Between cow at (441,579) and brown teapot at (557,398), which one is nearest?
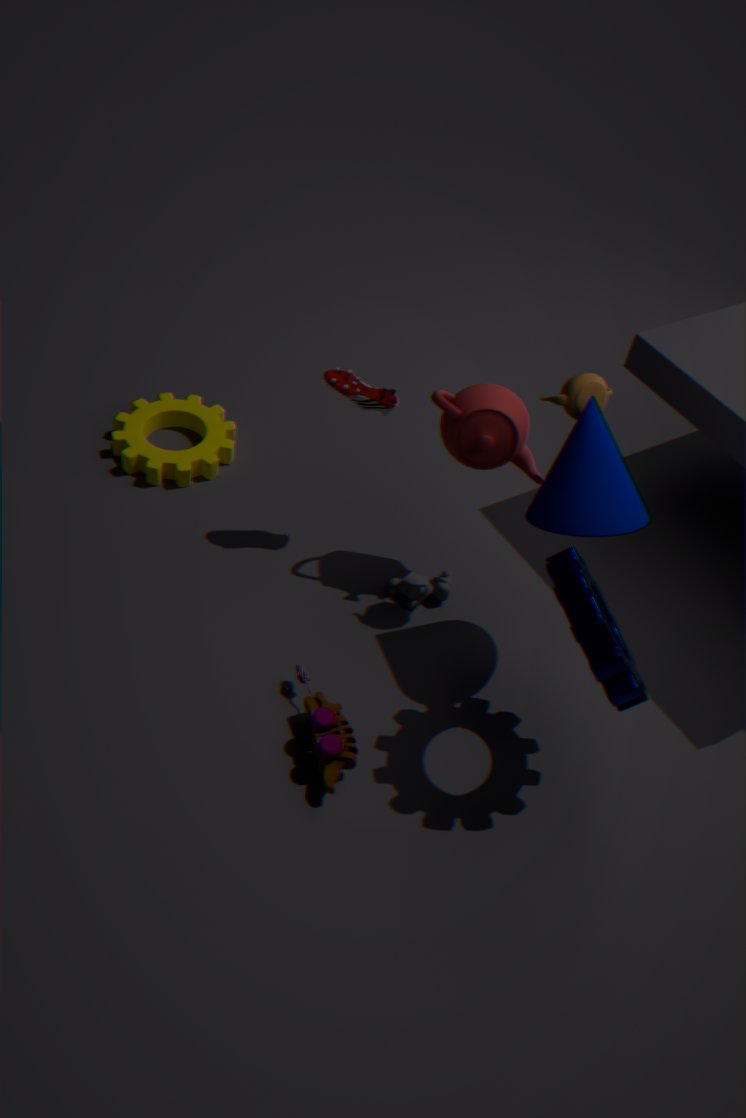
brown teapot at (557,398)
